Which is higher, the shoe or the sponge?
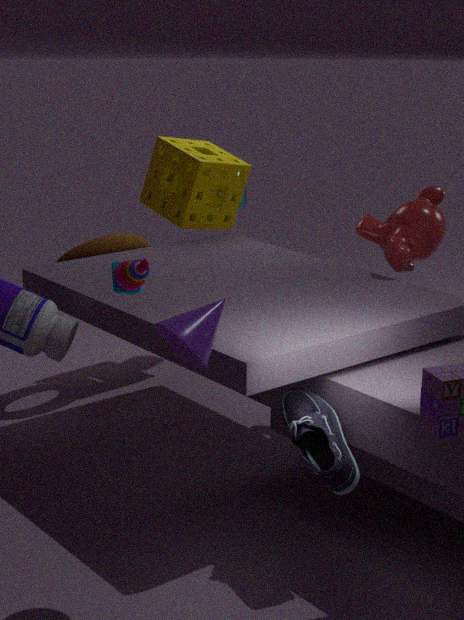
the sponge
